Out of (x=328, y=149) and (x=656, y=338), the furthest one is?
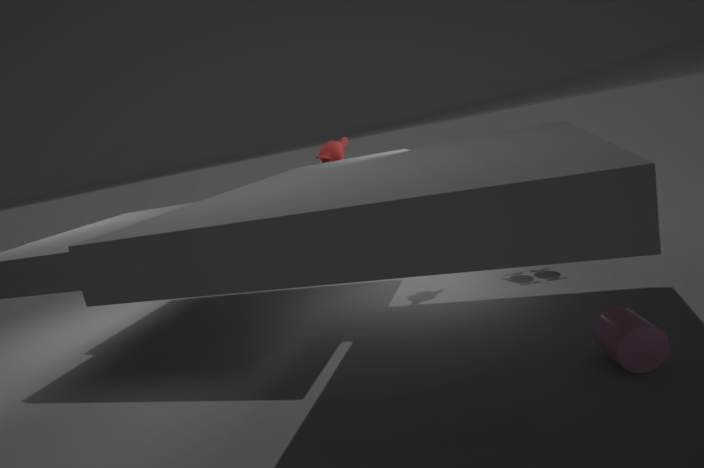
(x=328, y=149)
